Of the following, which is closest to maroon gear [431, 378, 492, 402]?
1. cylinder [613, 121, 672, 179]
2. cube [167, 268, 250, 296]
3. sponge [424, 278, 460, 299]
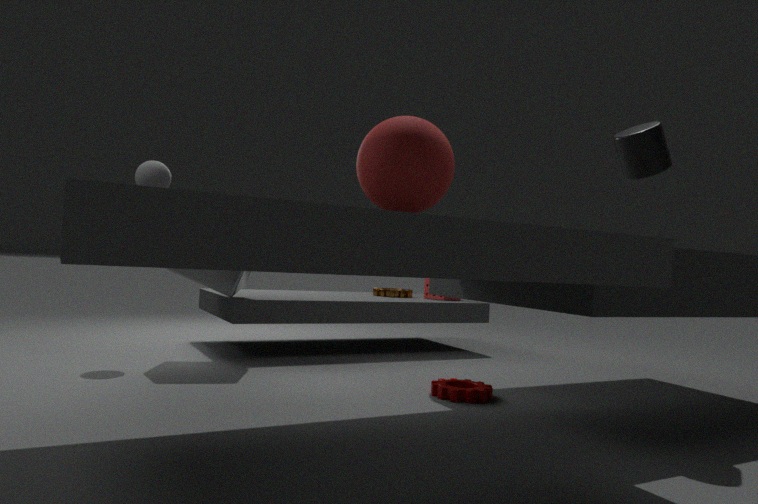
cylinder [613, 121, 672, 179]
